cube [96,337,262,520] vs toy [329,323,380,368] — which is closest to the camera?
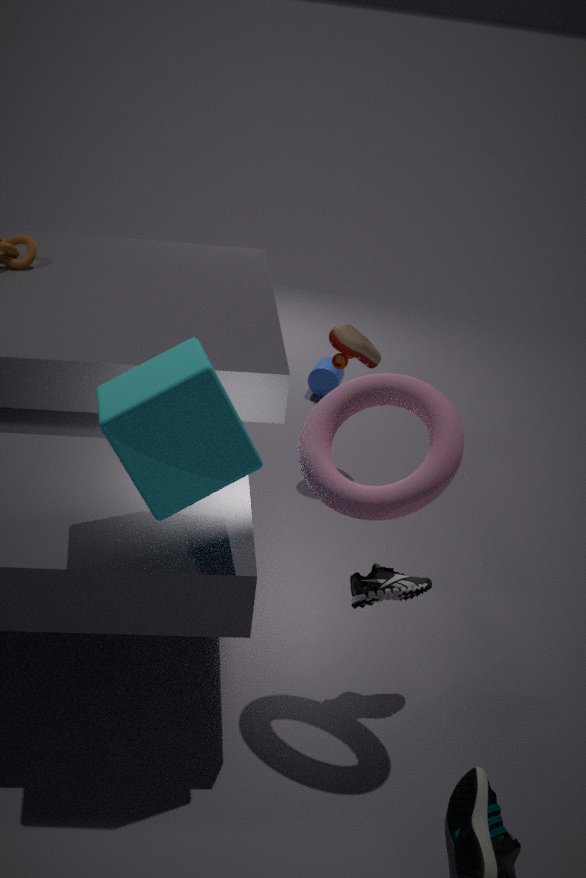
cube [96,337,262,520]
